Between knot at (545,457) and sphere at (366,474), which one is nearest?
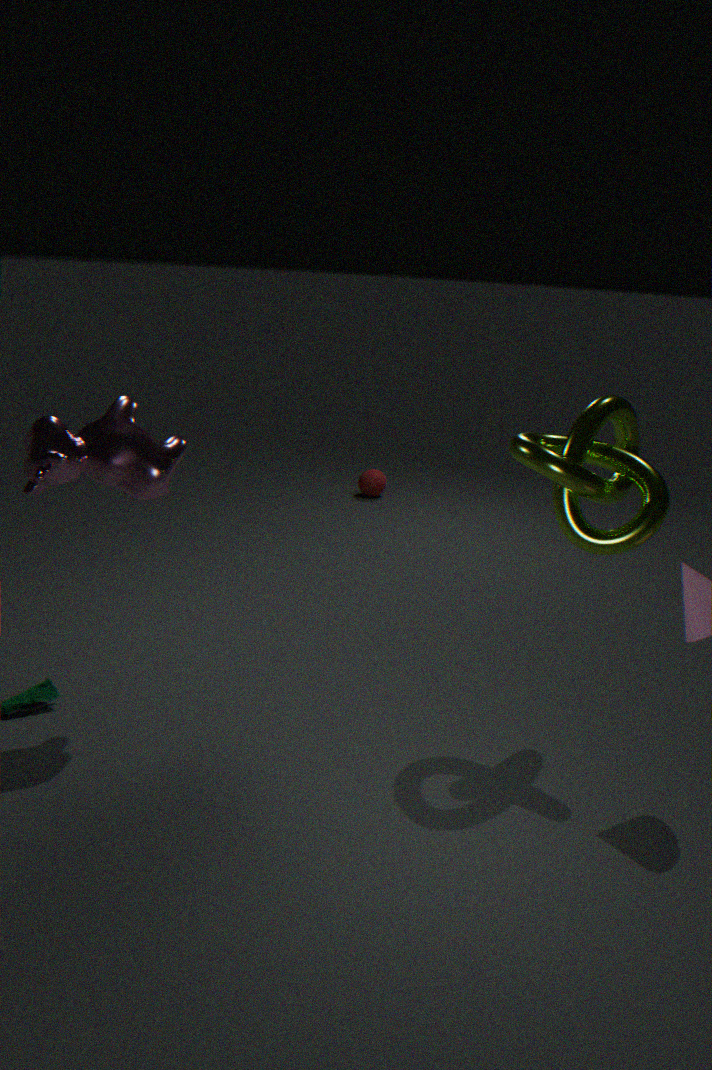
knot at (545,457)
